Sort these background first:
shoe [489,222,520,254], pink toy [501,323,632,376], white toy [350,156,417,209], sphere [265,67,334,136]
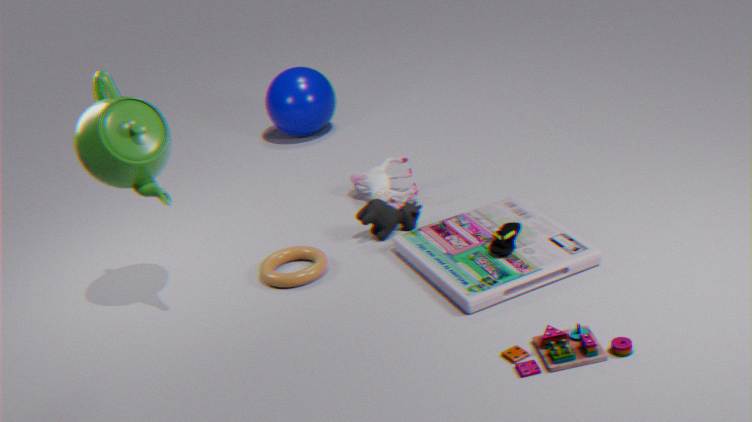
sphere [265,67,334,136] → white toy [350,156,417,209] → shoe [489,222,520,254] → pink toy [501,323,632,376]
